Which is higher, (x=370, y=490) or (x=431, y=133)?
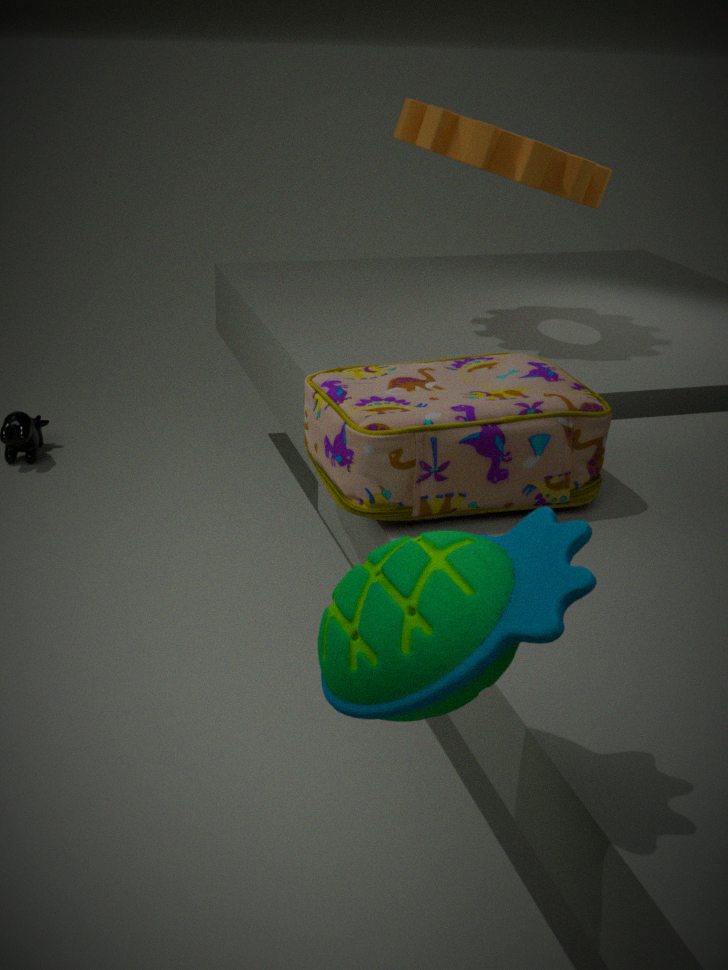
(x=431, y=133)
